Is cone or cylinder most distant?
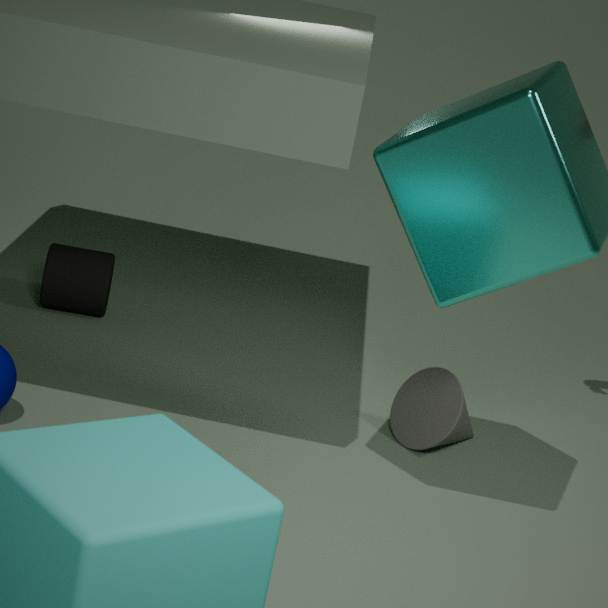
cylinder
